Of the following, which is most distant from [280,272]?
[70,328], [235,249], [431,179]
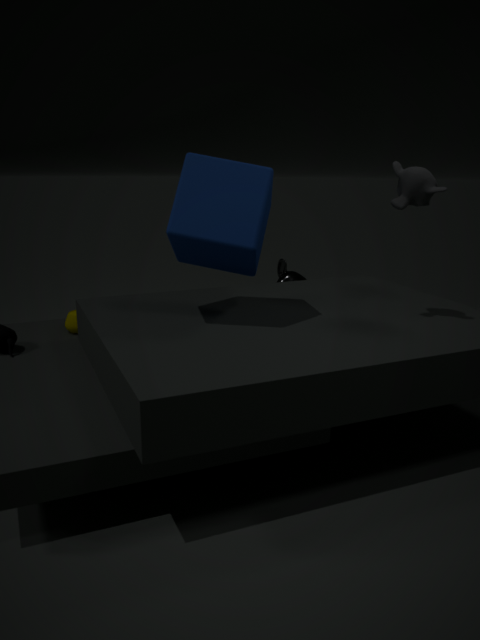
[431,179]
